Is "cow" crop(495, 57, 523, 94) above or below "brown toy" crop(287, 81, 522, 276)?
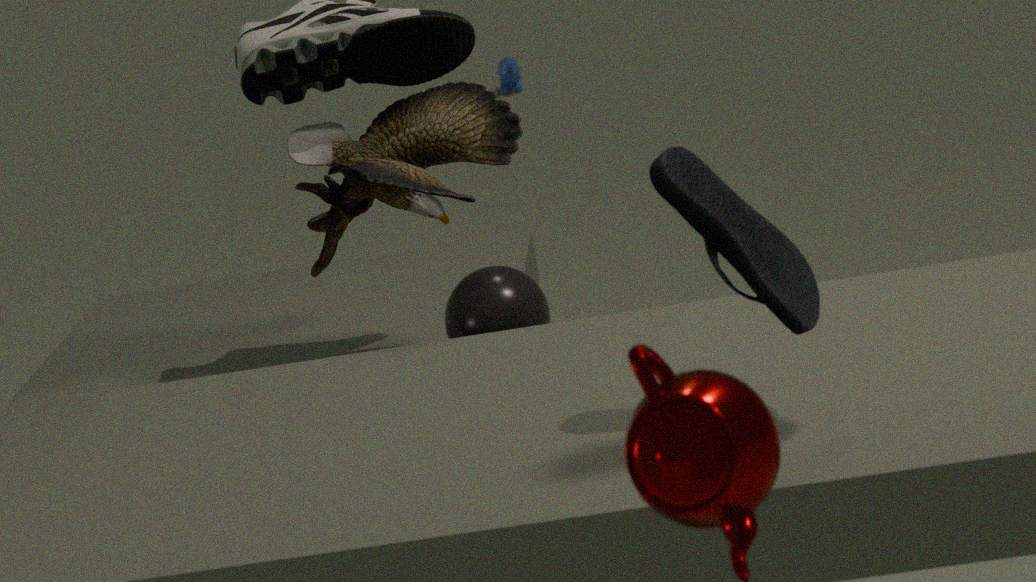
below
